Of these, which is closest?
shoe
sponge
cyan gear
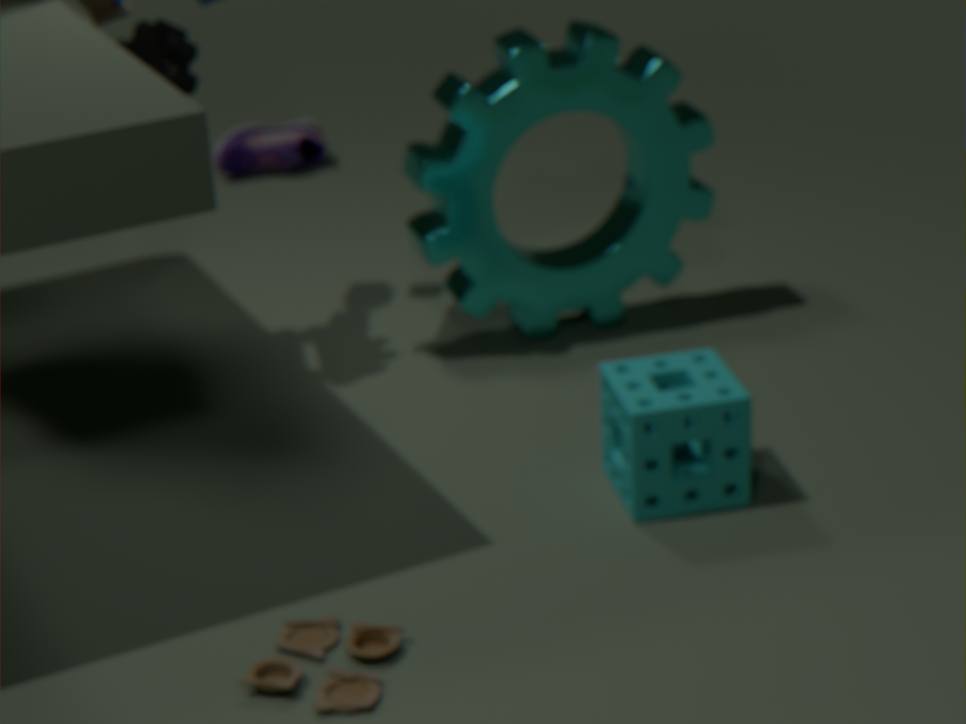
sponge
